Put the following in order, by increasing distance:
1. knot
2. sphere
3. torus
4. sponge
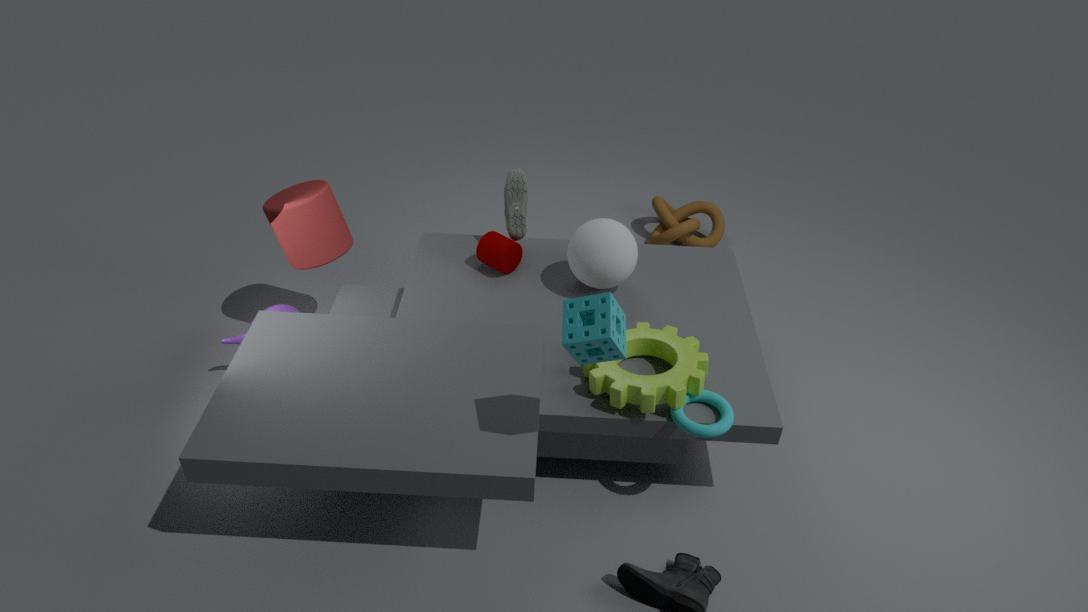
sponge → torus → sphere → knot
